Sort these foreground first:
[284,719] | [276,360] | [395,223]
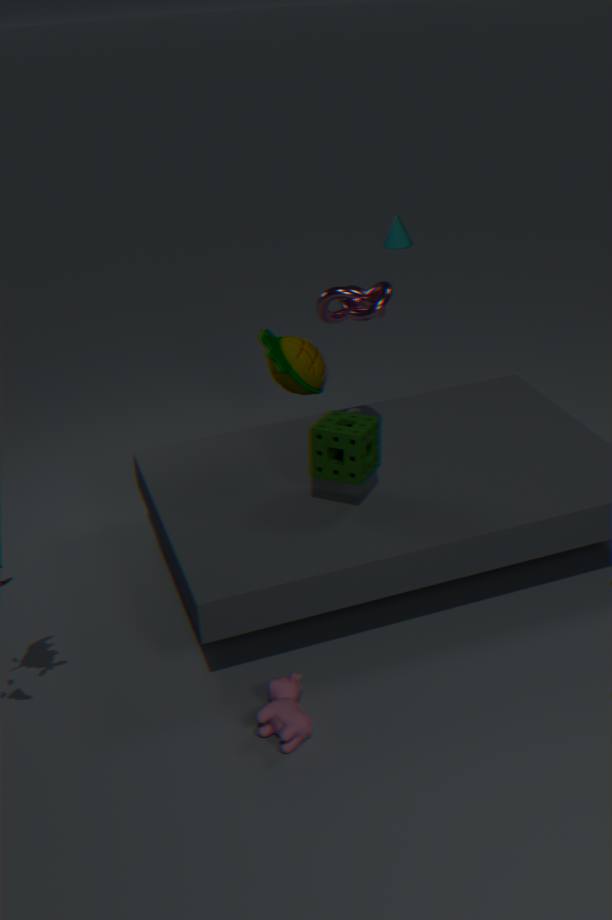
[284,719] < [276,360] < [395,223]
